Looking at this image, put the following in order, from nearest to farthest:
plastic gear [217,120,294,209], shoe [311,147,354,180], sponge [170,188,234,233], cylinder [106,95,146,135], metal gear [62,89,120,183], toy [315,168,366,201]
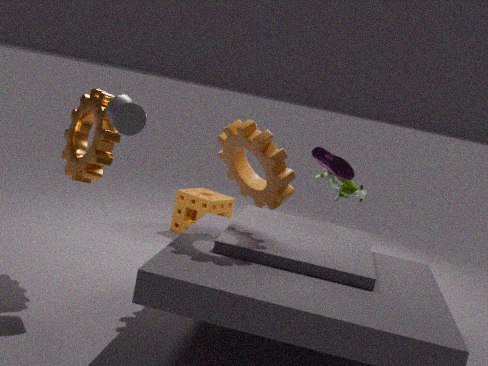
cylinder [106,95,146,135]
plastic gear [217,120,294,209]
metal gear [62,89,120,183]
shoe [311,147,354,180]
toy [315,168,366,201]
sponge [170,188,234,233]
